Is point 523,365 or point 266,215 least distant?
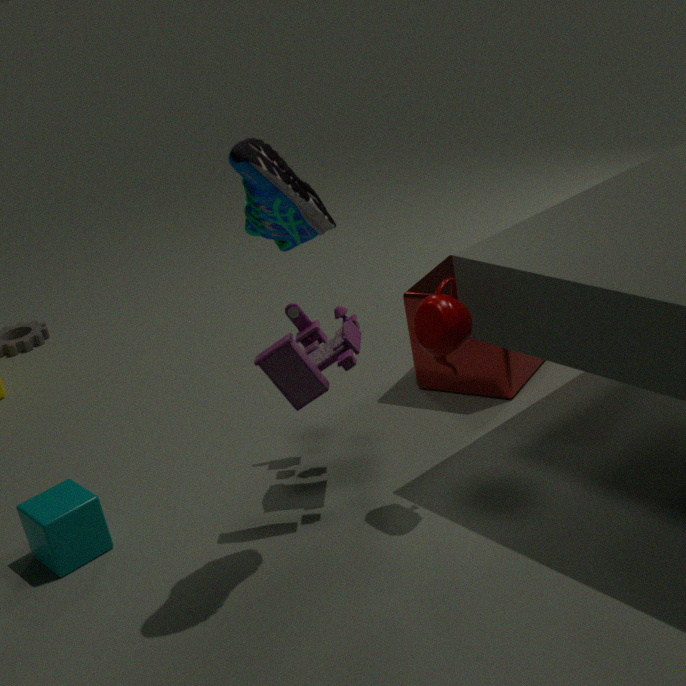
point 266,215
